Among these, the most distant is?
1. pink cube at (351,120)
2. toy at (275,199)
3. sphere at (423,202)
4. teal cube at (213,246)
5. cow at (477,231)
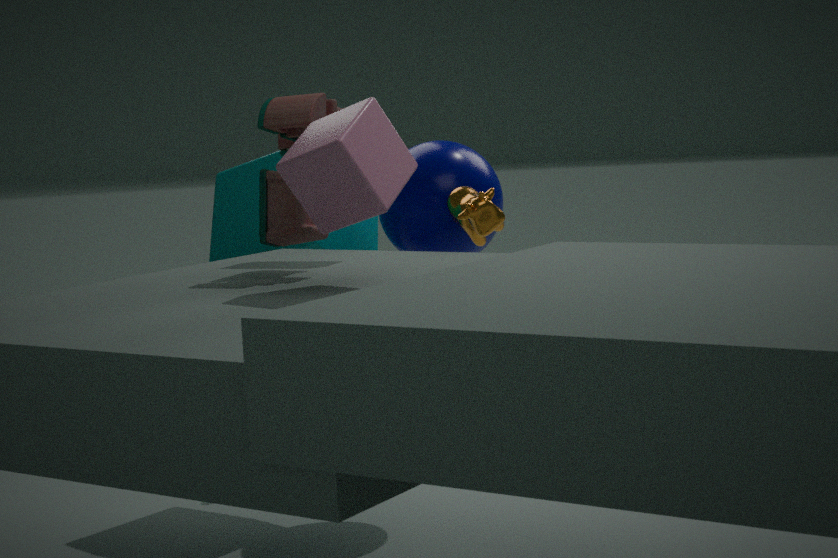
teal cube at (213,246)
